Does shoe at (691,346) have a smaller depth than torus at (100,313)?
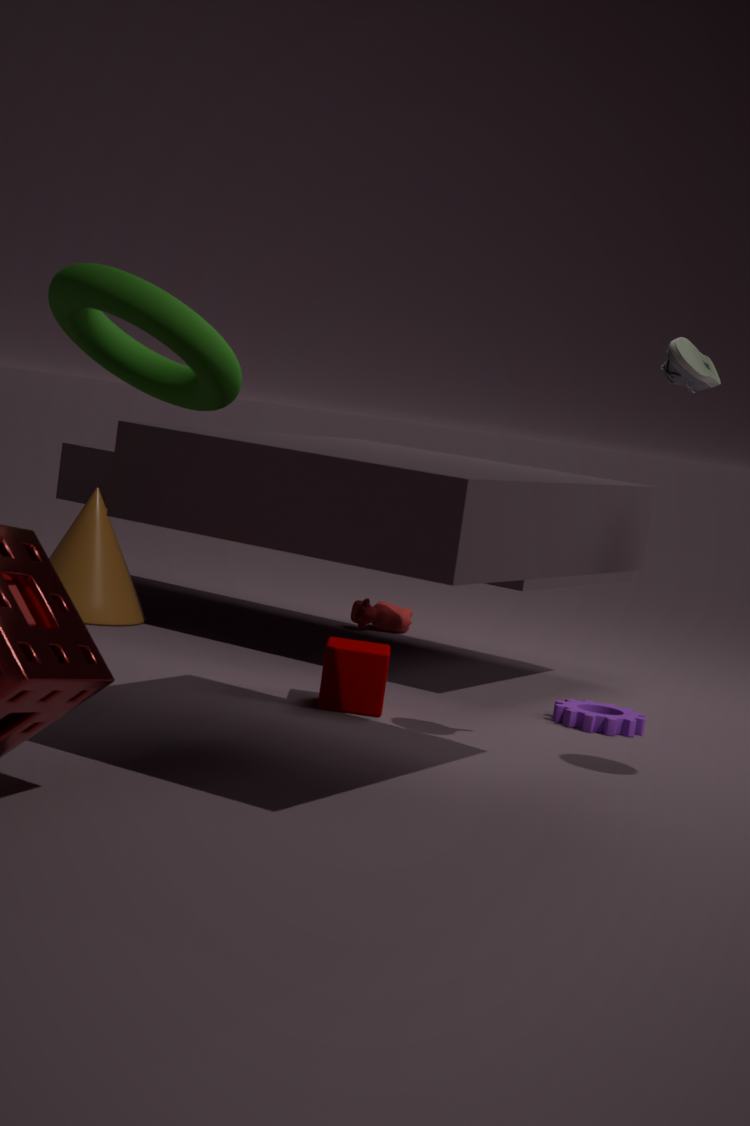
No
